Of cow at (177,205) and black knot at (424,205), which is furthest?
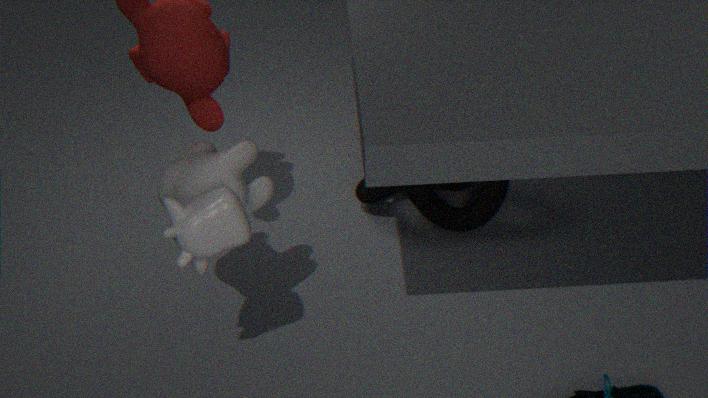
black knot at (424,205)
